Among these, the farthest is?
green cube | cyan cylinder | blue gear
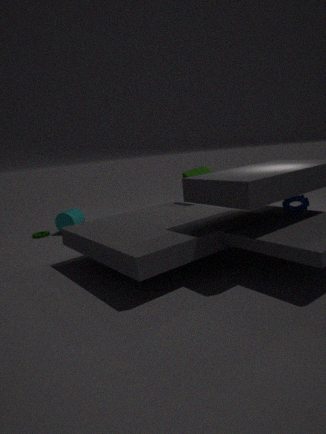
cyan cylinder
